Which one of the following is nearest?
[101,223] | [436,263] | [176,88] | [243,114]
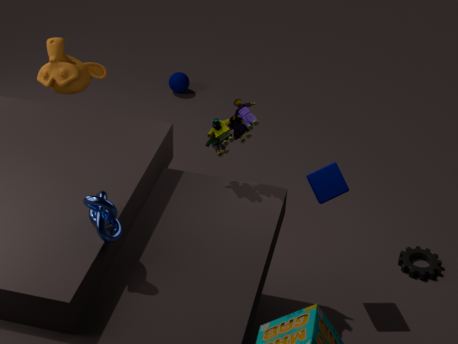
[101,223]
